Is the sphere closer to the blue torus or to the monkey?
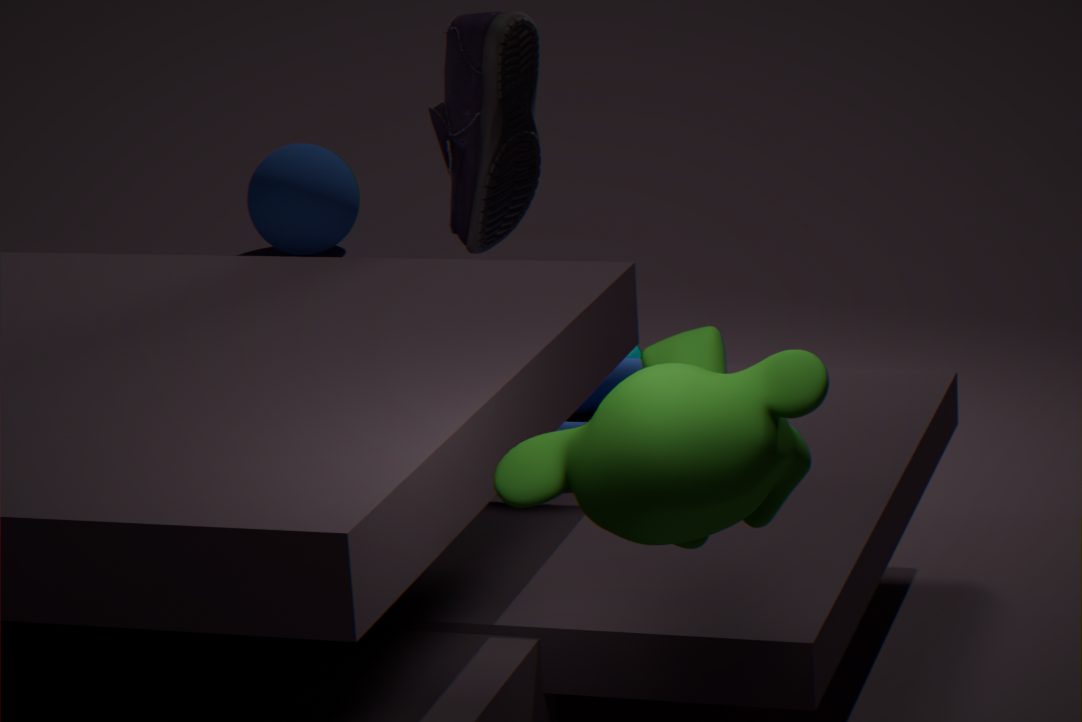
the blue torus
